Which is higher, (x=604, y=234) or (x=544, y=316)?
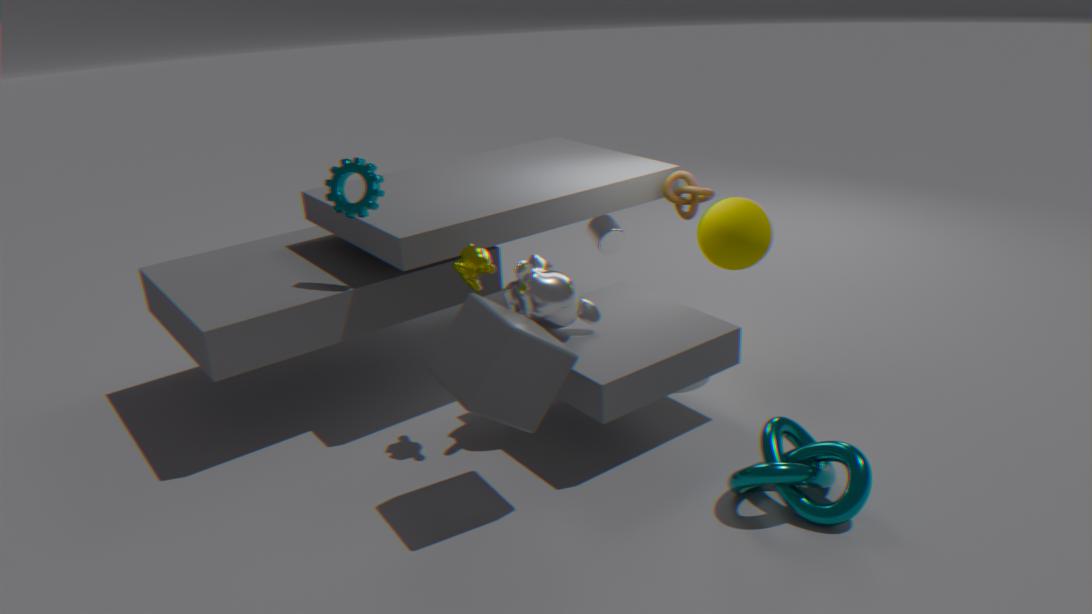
(x=544, y=316)
